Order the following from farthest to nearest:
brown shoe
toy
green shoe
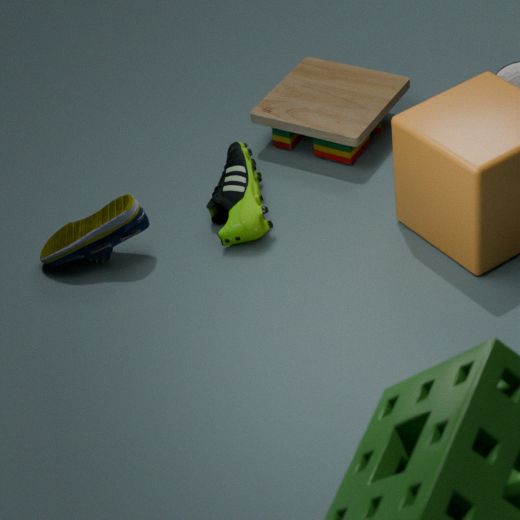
toy
green shoe
brown shoe
